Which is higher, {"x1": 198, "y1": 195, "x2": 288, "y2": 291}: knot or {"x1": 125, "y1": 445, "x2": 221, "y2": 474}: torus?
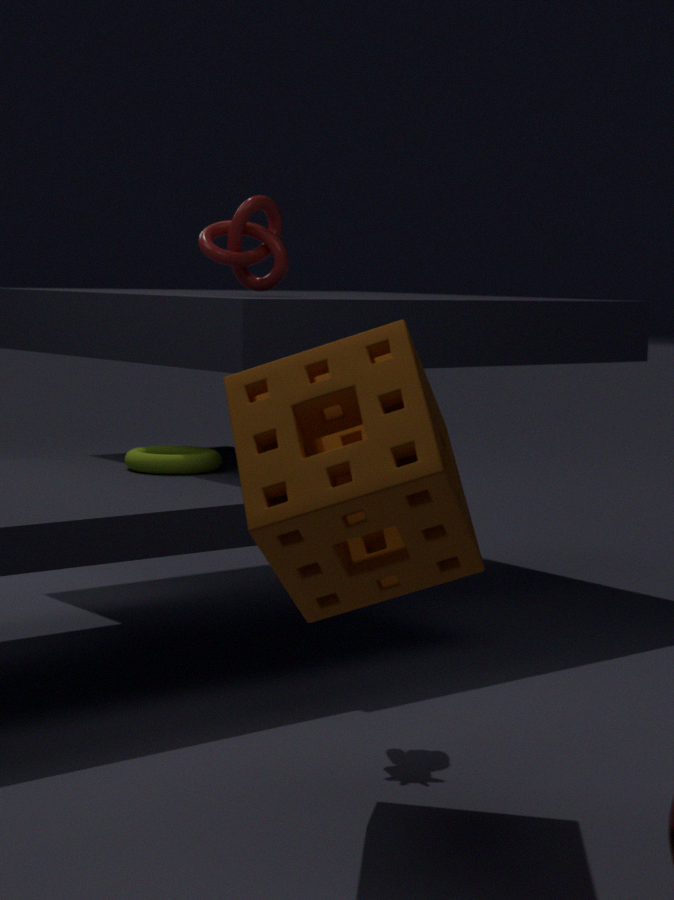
{"x1": 198, "y1": 195, "x2": 288, "y2": 291}: knot
